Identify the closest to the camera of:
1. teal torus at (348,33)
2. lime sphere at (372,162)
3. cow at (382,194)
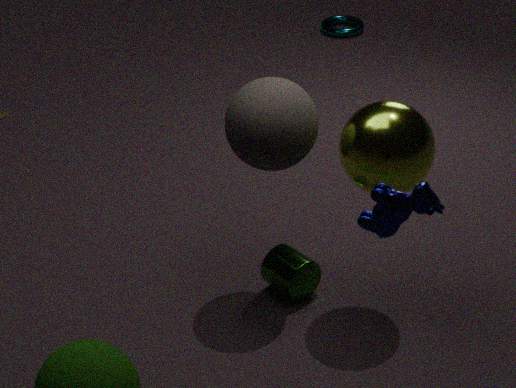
cow at (382,194)
